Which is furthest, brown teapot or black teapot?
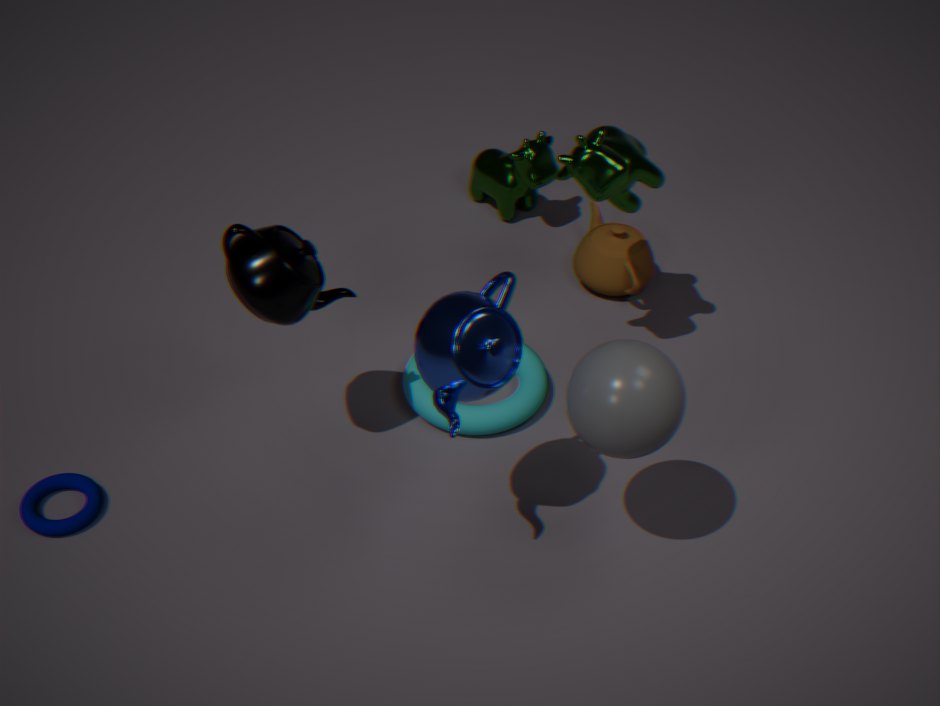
brown teapot
